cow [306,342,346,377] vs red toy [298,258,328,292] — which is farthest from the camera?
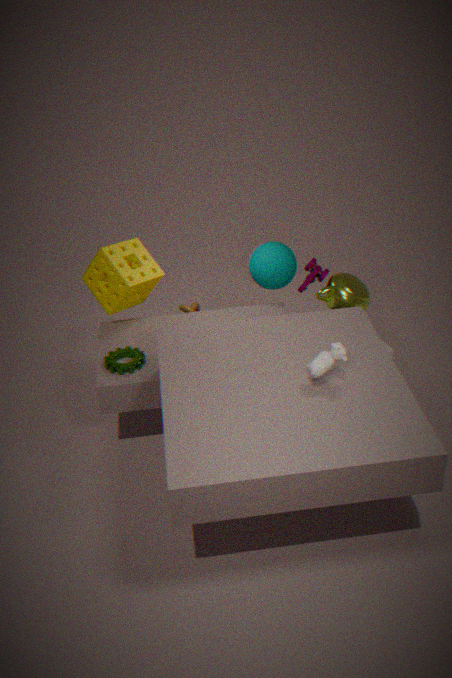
red toy [298,258,328,292]
